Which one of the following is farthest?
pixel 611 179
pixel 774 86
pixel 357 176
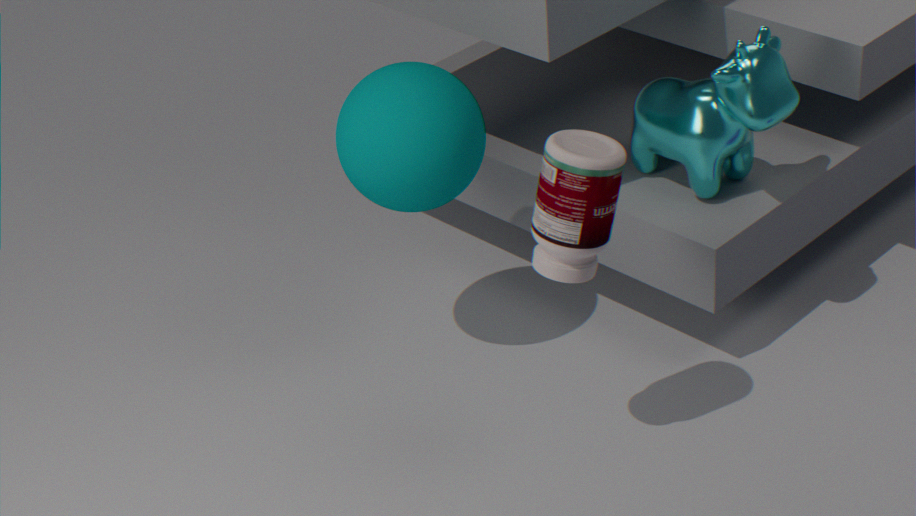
pixel 357 176
